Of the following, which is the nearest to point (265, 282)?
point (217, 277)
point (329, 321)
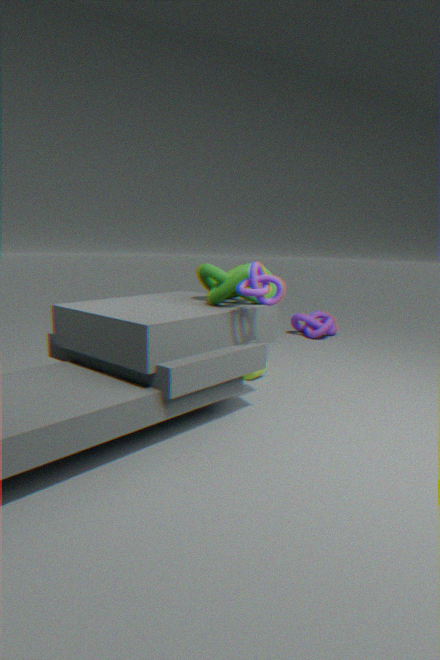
point (217, 277)
